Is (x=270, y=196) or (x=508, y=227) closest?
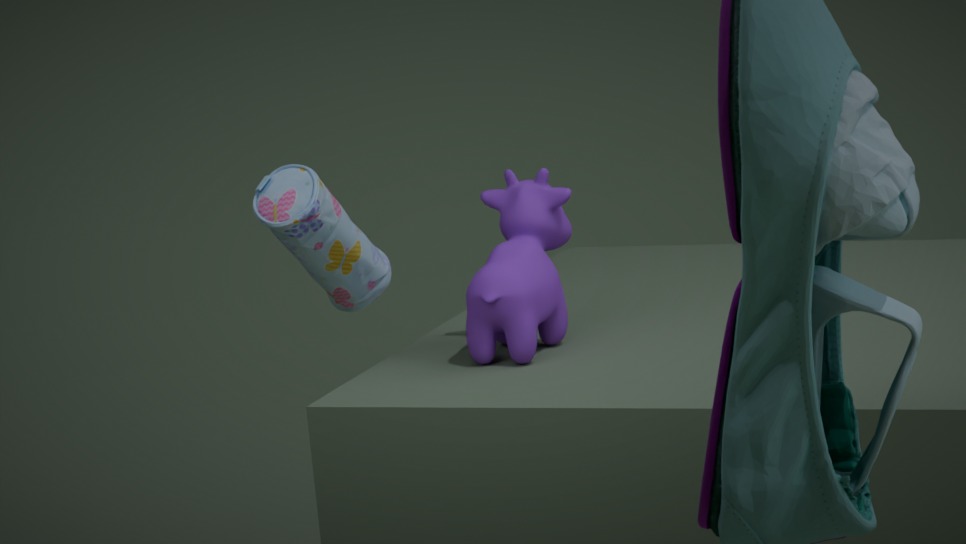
(x=270, y=196)
